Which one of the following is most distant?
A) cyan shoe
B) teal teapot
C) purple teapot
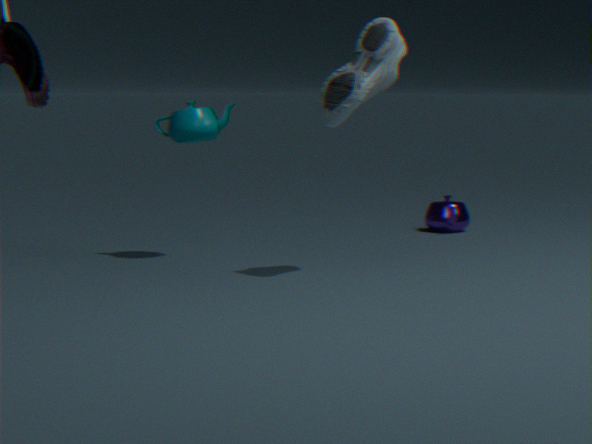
purple teapot
